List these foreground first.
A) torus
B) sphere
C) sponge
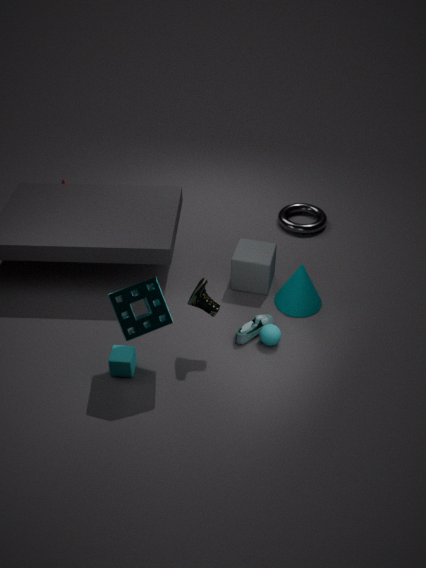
sponge, sphere, torus
